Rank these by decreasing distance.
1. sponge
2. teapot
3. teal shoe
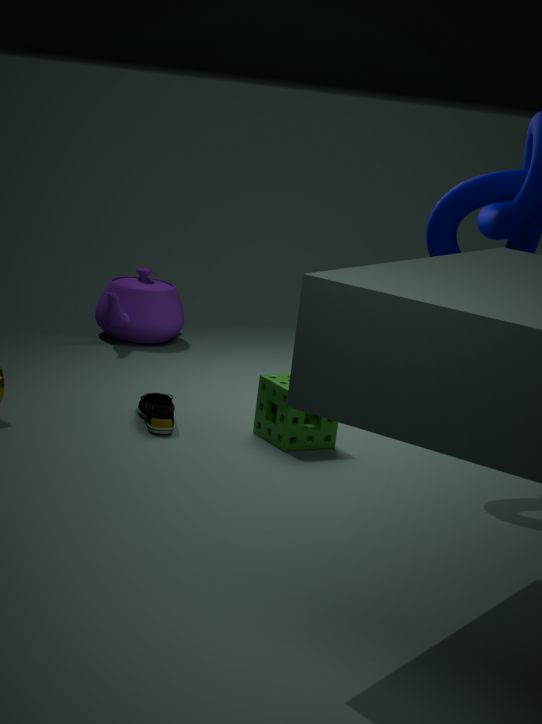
teapot → teal shoe → sponge
